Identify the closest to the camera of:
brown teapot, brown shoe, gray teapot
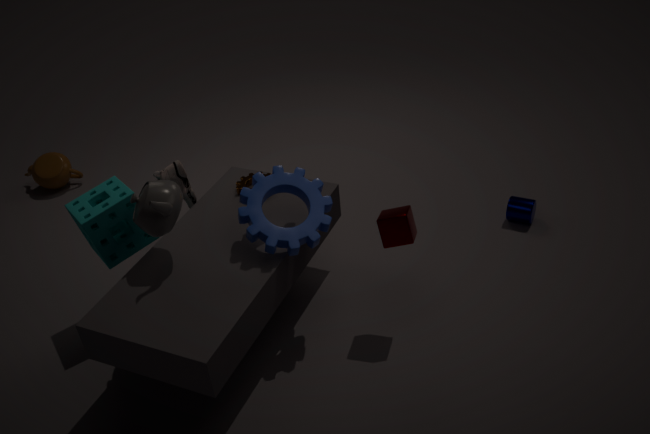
gray teapot
